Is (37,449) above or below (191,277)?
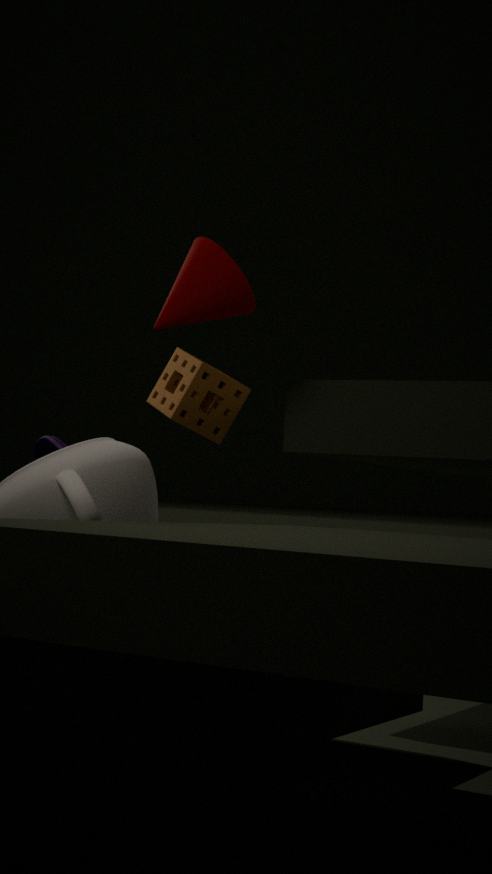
below
